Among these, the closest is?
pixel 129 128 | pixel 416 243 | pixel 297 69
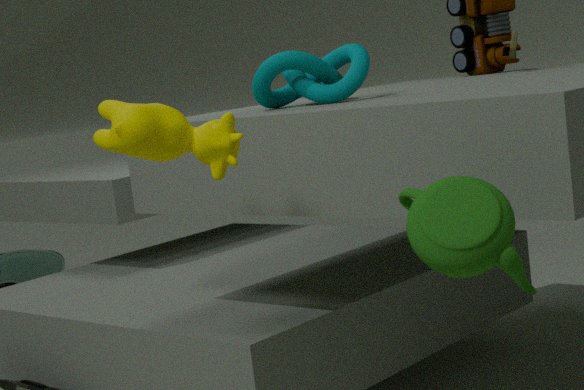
pixel 416 243
